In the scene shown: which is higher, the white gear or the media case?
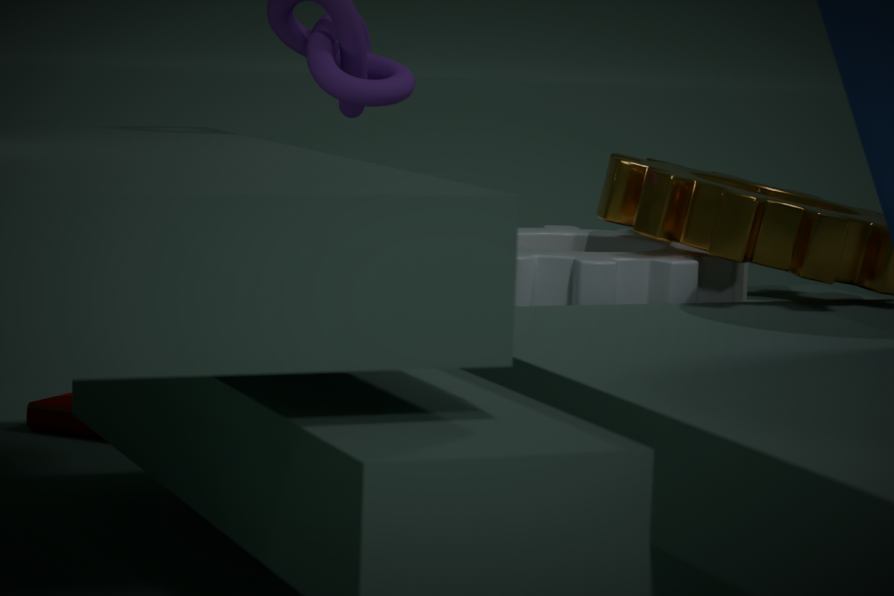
the white gear
